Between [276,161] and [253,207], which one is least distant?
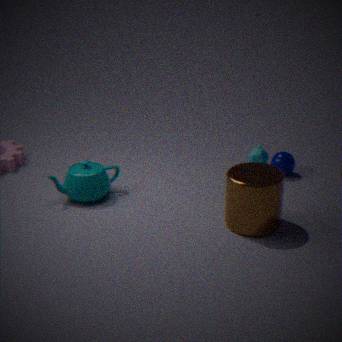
[253,207]
